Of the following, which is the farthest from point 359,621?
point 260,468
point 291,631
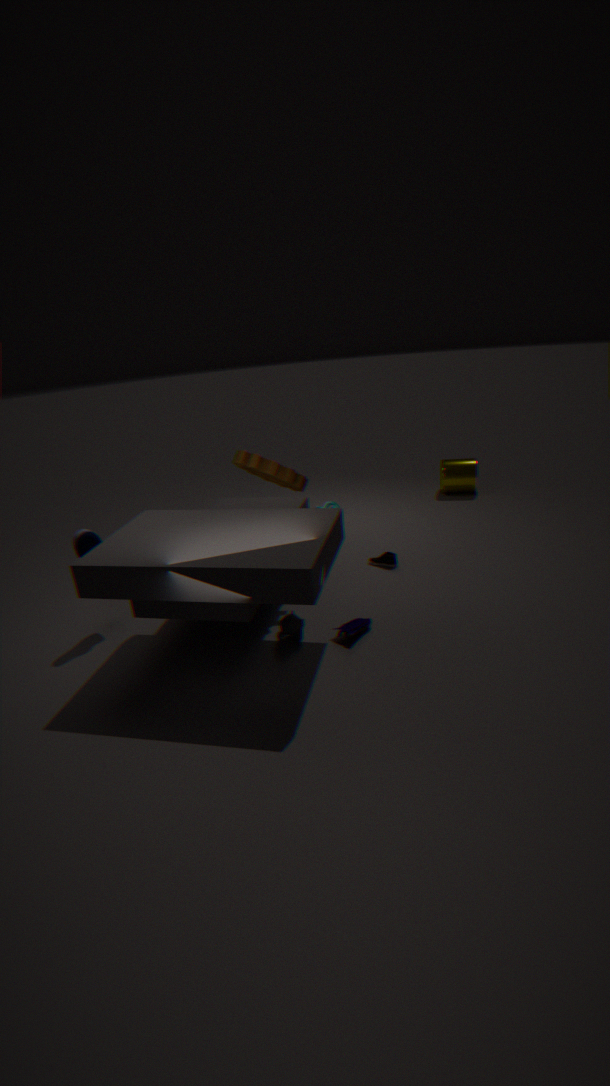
point 260,468
